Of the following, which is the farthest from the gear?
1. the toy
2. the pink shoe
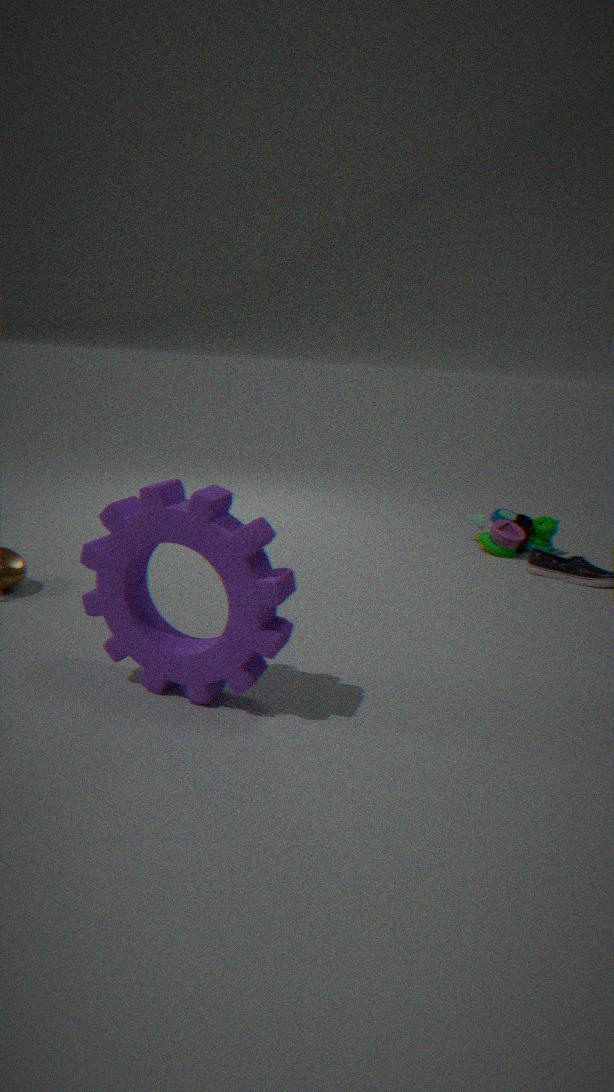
the pink shoe
